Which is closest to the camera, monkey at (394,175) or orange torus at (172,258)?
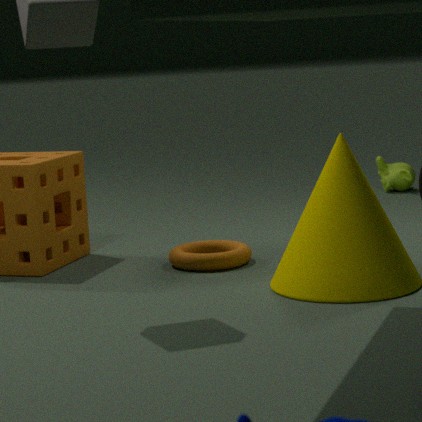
orange torus at (172,258)
